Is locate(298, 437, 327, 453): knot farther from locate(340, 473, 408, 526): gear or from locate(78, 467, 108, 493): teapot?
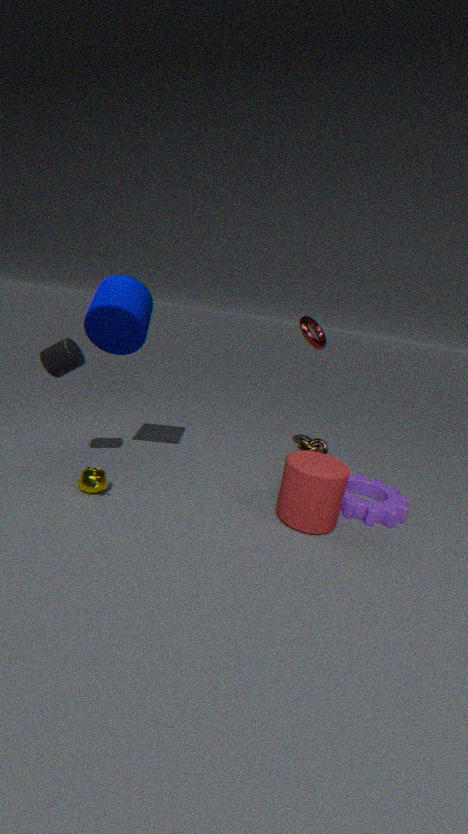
locate(78, 467, 108, 493): teapot
